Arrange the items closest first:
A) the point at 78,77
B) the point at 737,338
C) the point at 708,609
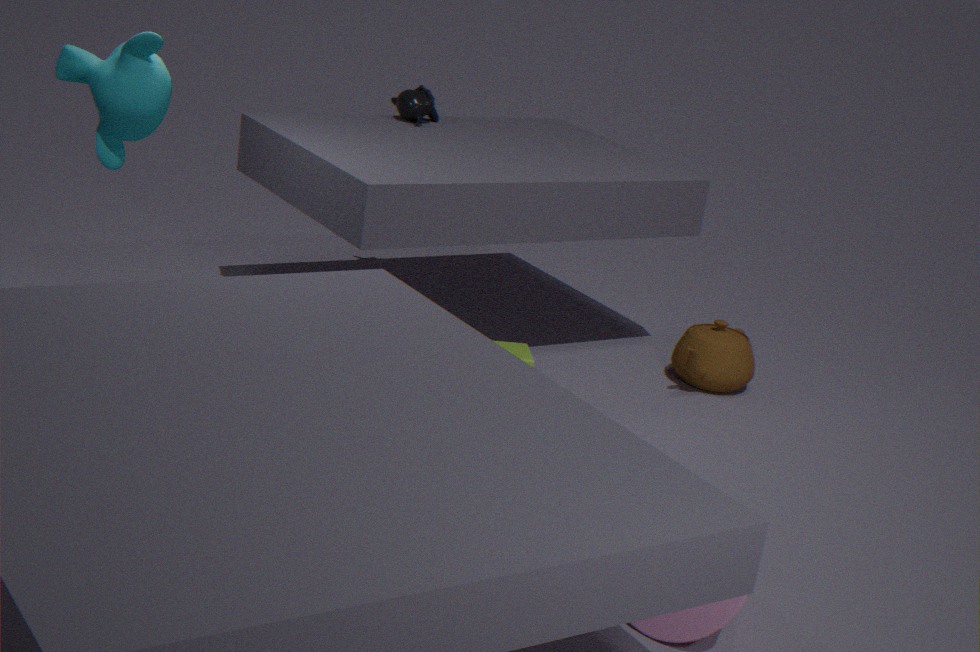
the point at 708,609 → the point at 78,77 → the point at 737,338
